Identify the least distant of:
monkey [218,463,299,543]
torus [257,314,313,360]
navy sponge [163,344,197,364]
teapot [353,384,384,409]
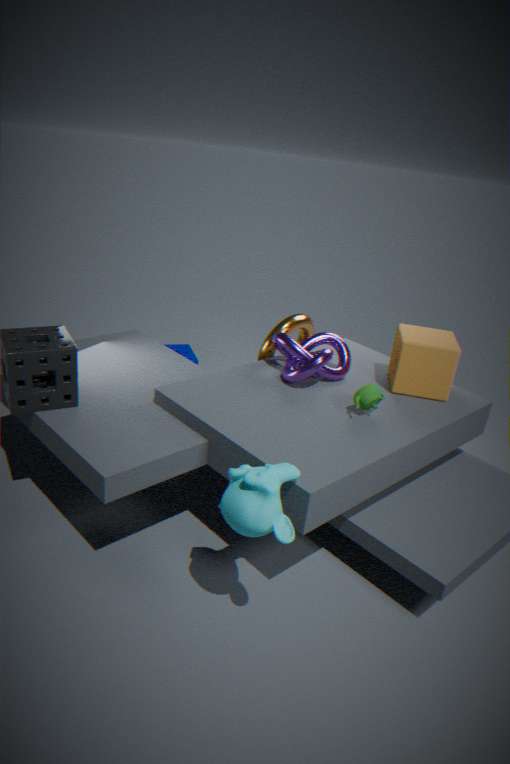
monkey [218,463,299,543]
